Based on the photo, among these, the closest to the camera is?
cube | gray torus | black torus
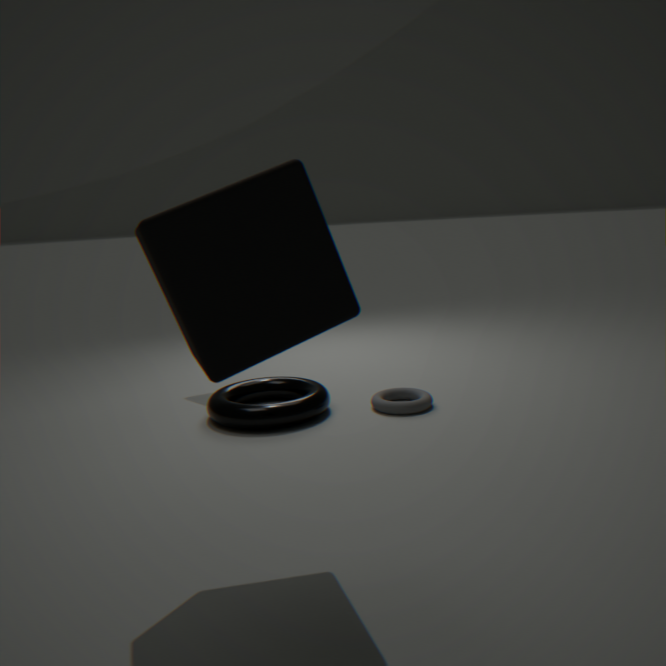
cube
